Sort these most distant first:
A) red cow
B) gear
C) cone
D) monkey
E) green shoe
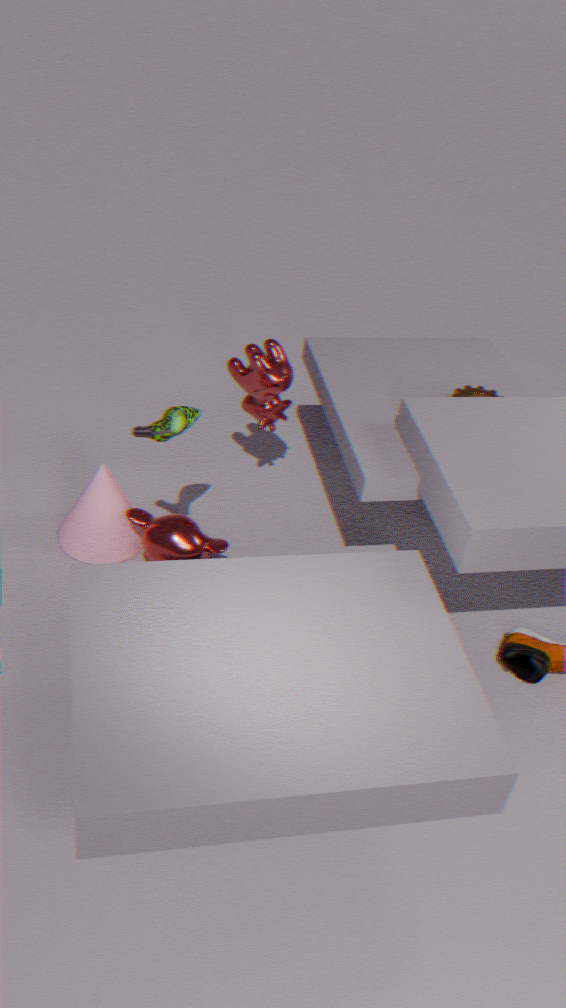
gear → red cow → cone → monkey → green shoe
